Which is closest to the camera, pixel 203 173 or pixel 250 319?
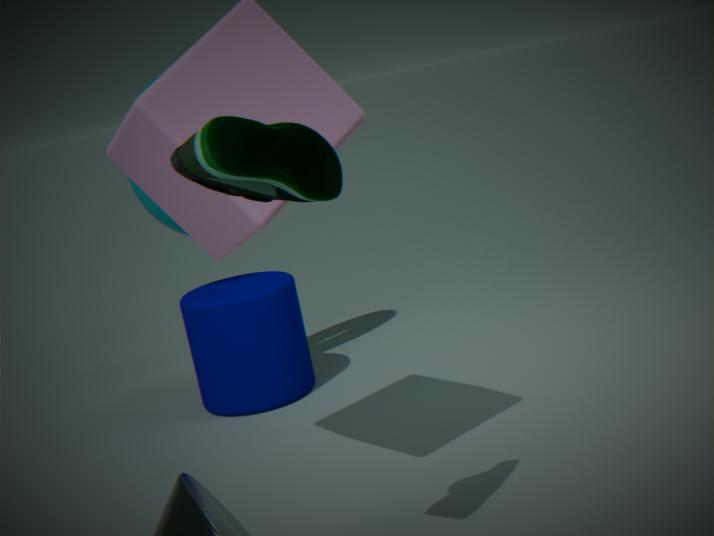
pixel 203 173
